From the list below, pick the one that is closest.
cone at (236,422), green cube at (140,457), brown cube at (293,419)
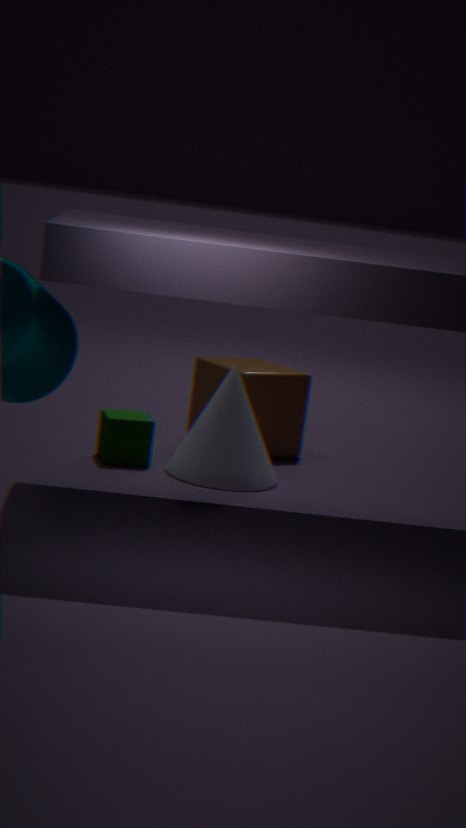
cone at (236,422)
